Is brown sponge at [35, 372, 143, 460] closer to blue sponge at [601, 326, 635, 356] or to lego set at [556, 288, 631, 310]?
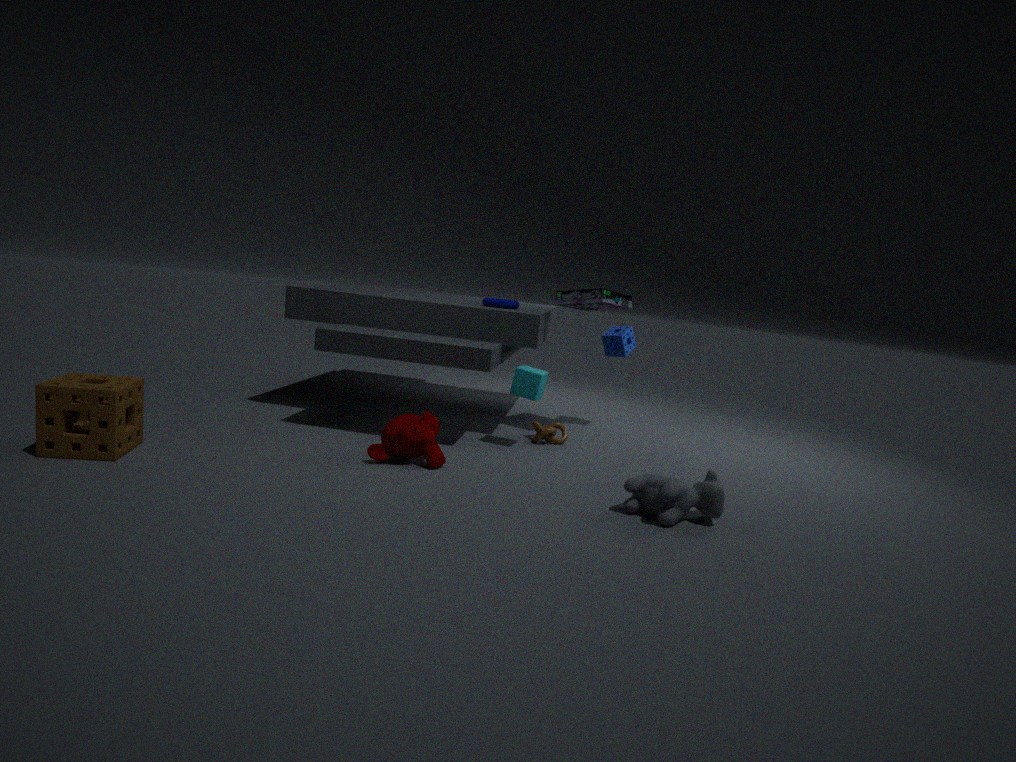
lego set at [556, 288, 631, 310]
